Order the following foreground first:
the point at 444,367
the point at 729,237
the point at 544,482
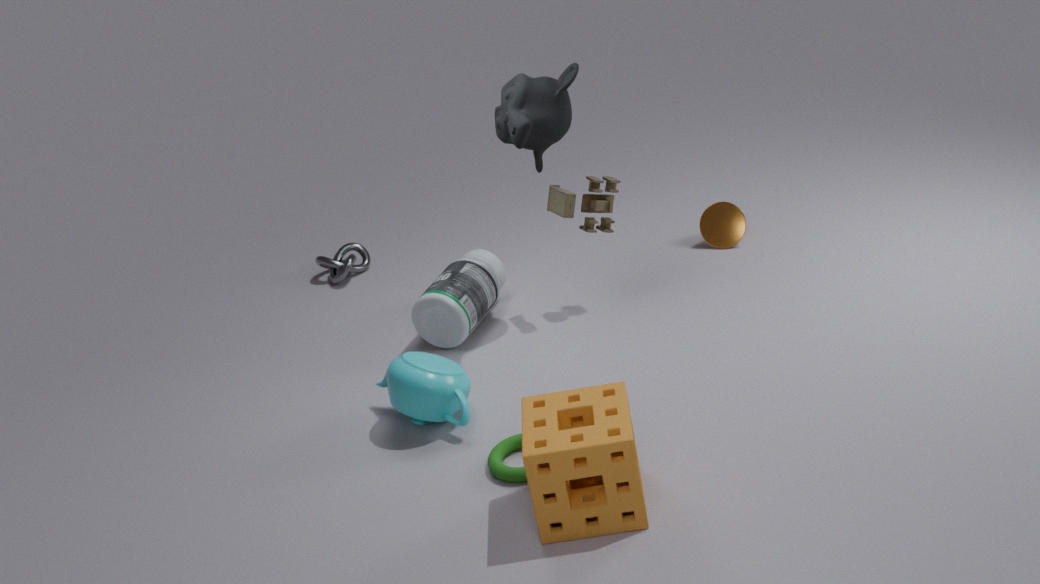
the point at 544,482, the point at 444,367, the point at 729,237
